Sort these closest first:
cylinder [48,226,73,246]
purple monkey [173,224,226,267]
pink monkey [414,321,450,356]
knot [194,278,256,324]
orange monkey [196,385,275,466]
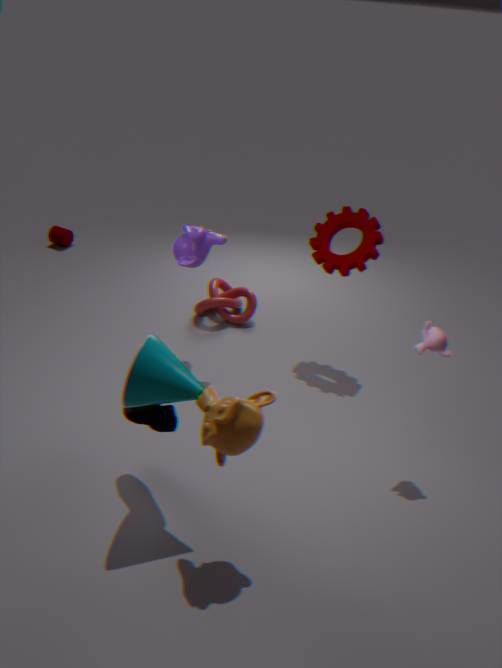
orange monkey [196,385,275,466], pink monkey [414,321,450,356], purple monkey [173,224,226,267], knot [194,278,256,324], cylinder [48,226,73,246]
